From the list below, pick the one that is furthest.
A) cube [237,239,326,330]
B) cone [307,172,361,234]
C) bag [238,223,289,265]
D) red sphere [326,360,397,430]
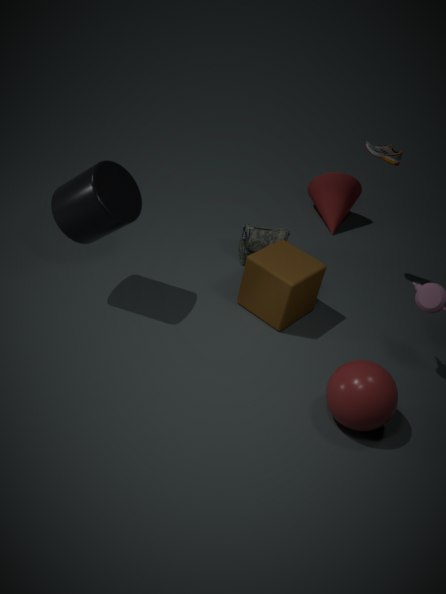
cone [307,172,361,234]
